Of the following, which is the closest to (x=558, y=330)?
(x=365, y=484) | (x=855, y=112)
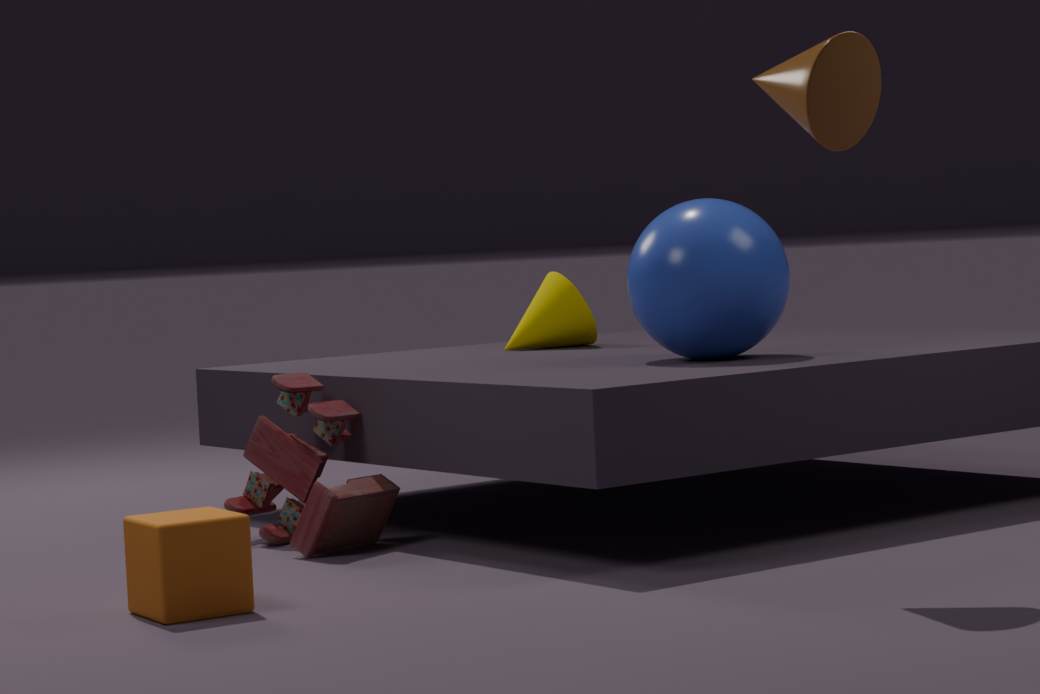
(x=365, y=484)
